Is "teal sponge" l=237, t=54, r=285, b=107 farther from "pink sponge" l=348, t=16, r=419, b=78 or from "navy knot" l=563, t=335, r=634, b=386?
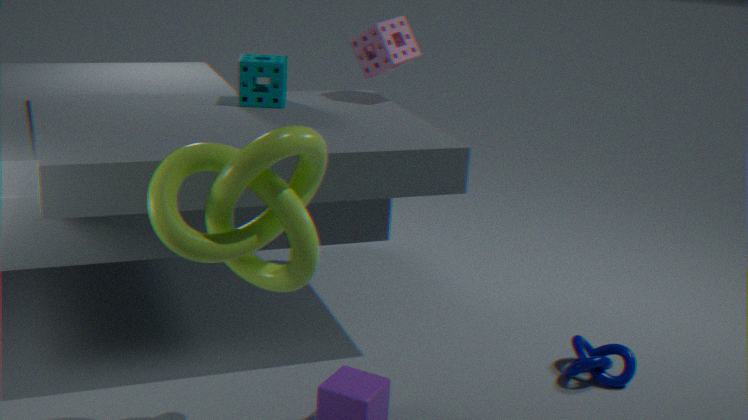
"navy knot" l=563, t=335, r=634, b=386
